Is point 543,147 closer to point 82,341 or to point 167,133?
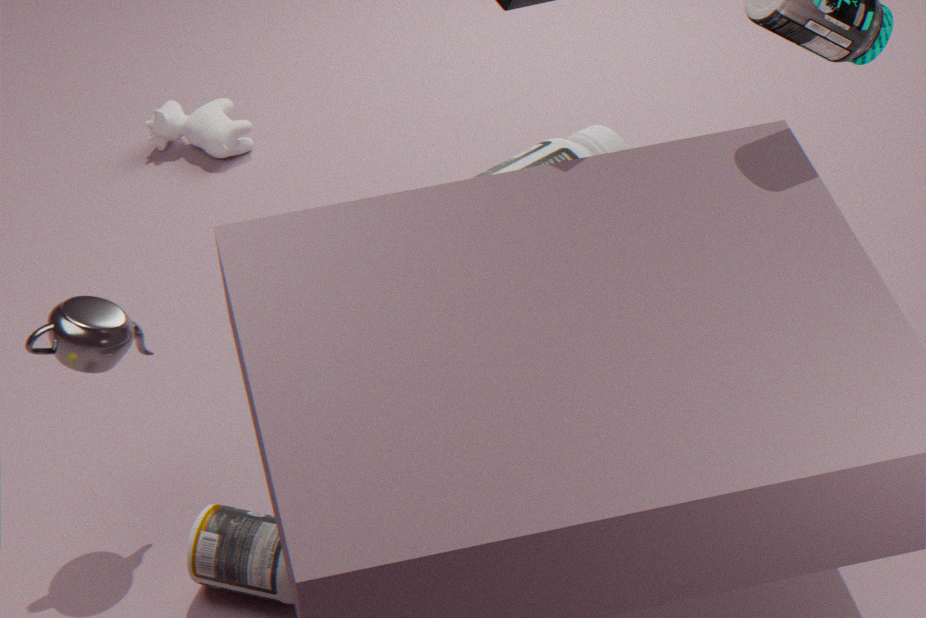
point 167,133
